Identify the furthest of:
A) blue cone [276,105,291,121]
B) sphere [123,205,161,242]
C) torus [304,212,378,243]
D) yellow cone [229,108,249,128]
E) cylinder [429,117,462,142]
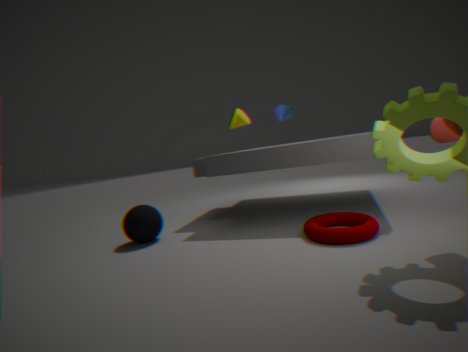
blue cone [276,105,291,121]
